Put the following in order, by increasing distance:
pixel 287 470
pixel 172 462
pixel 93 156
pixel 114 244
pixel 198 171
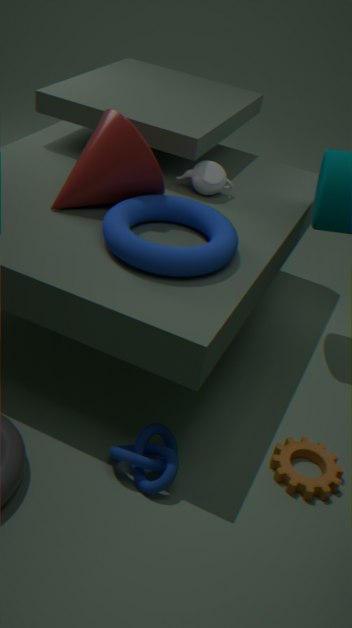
pixel 172 462 → pixel 114 244 → pixel 287 470 → pixel 93 156 → pixel 198 171
